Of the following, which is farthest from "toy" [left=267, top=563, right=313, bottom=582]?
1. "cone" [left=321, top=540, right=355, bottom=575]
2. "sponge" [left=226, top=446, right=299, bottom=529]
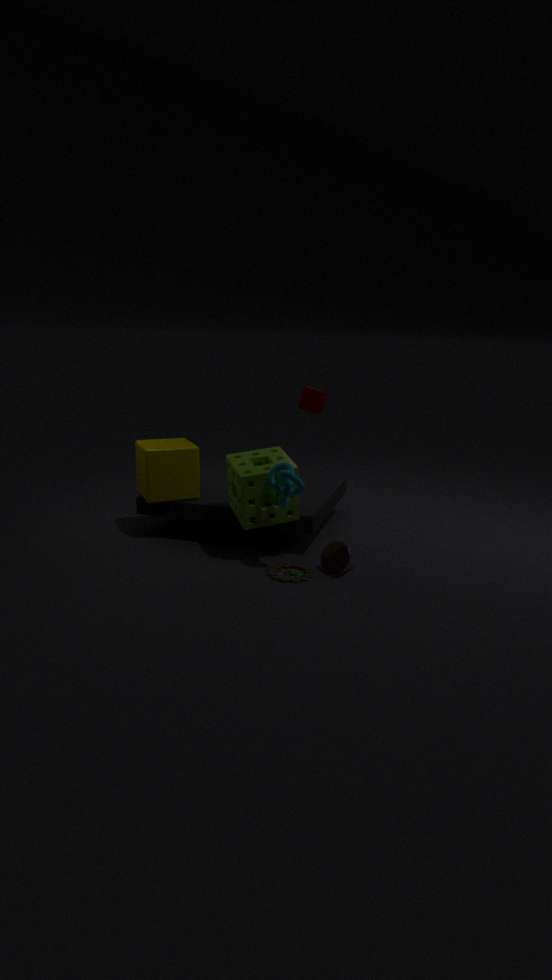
"sponge" [left=226, top=446, right=299, bottom=529]
